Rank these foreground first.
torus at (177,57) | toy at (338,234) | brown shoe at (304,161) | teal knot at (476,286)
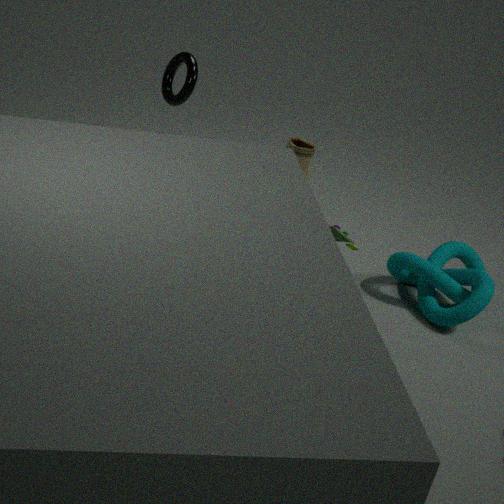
toy at (338,234) → teal knot at (476,286) → torus at (177,57) → brown shoe at (304,161)
